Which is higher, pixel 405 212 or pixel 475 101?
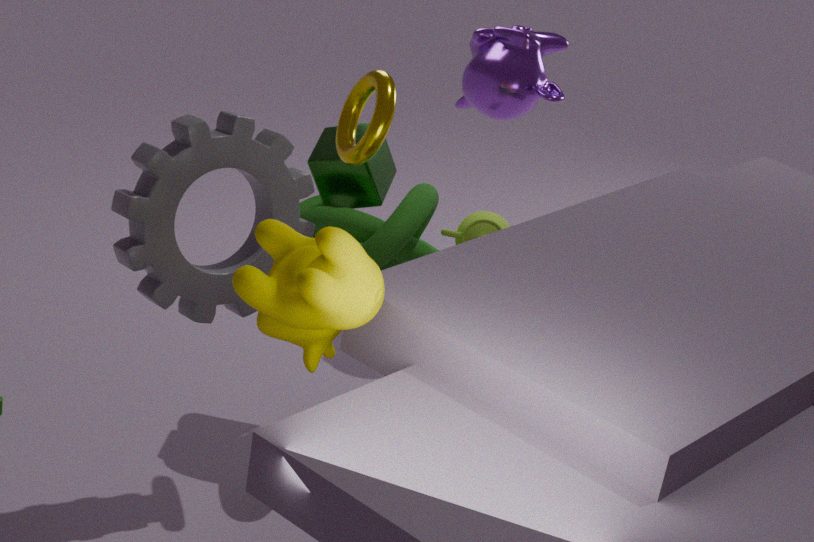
pixel 475 101
